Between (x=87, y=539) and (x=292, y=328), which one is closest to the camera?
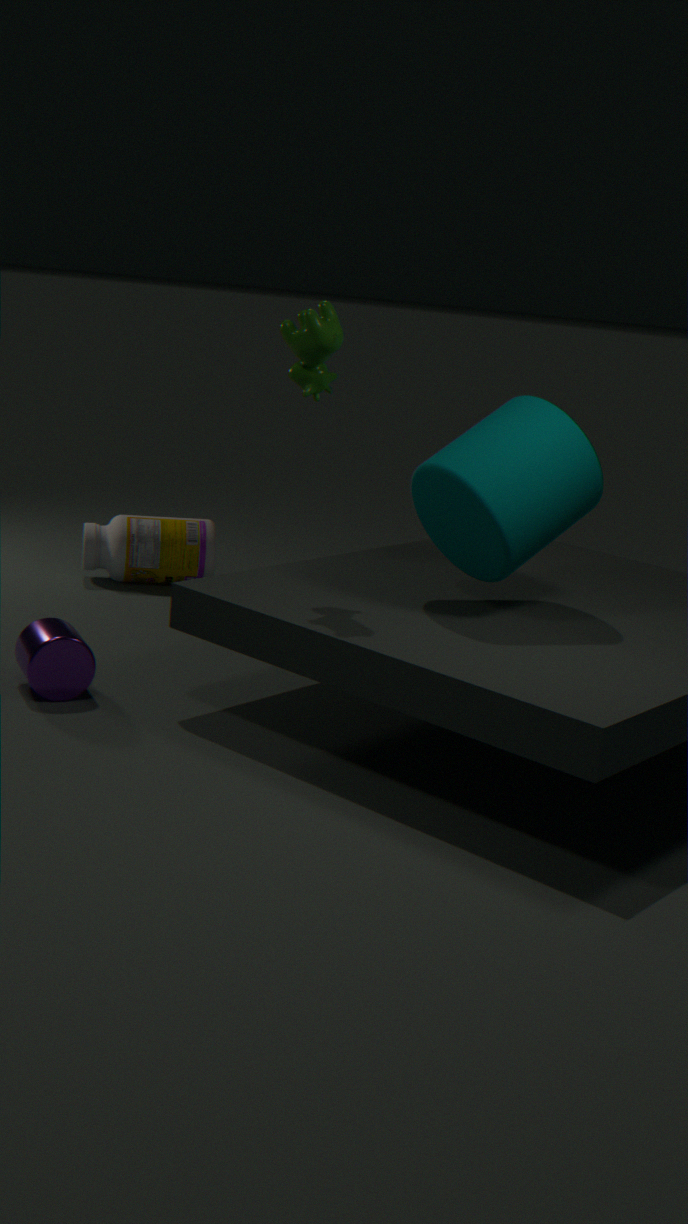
(x=292, y=328)
